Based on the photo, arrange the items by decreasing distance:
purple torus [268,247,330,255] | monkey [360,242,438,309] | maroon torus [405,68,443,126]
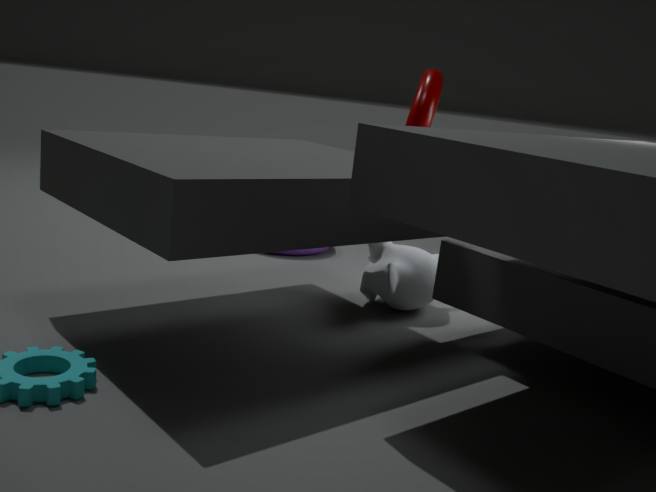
purple torus [268,247,330,255], maroon torus [405,68,443,126], monkey [360,242,438,309]
